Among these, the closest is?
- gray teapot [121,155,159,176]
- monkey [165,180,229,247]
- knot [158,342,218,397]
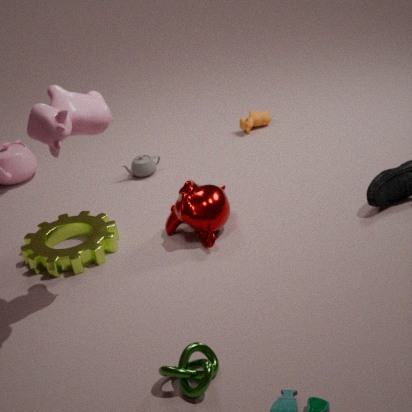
knot [158,342,218,397]
